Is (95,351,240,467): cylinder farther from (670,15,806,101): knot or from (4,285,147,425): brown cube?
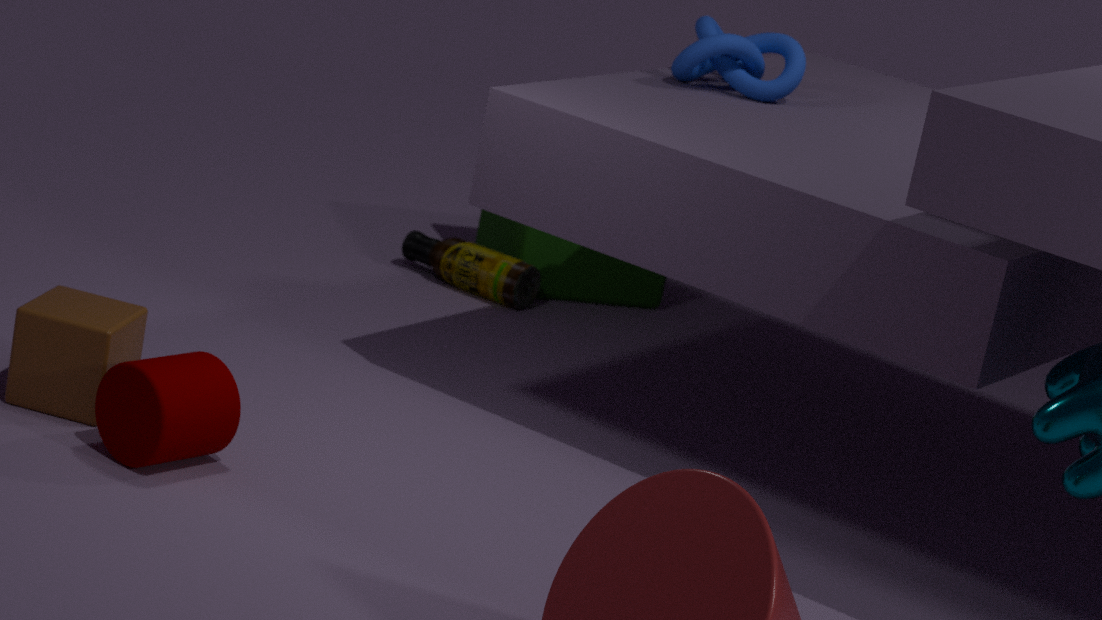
(670,15,806,101): knot
